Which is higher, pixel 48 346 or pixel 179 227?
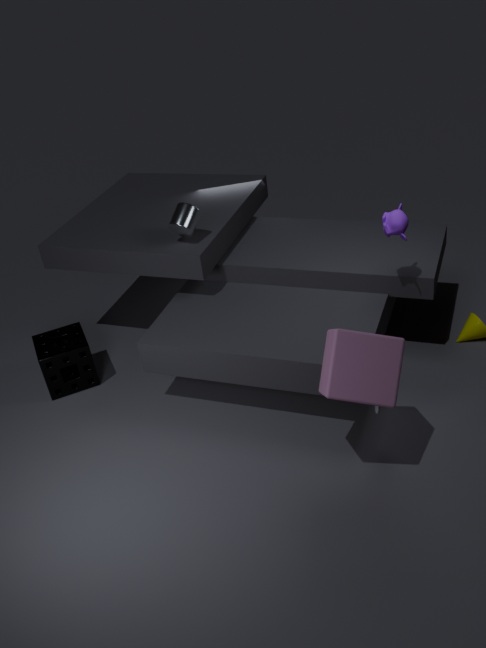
pixel 179 227
